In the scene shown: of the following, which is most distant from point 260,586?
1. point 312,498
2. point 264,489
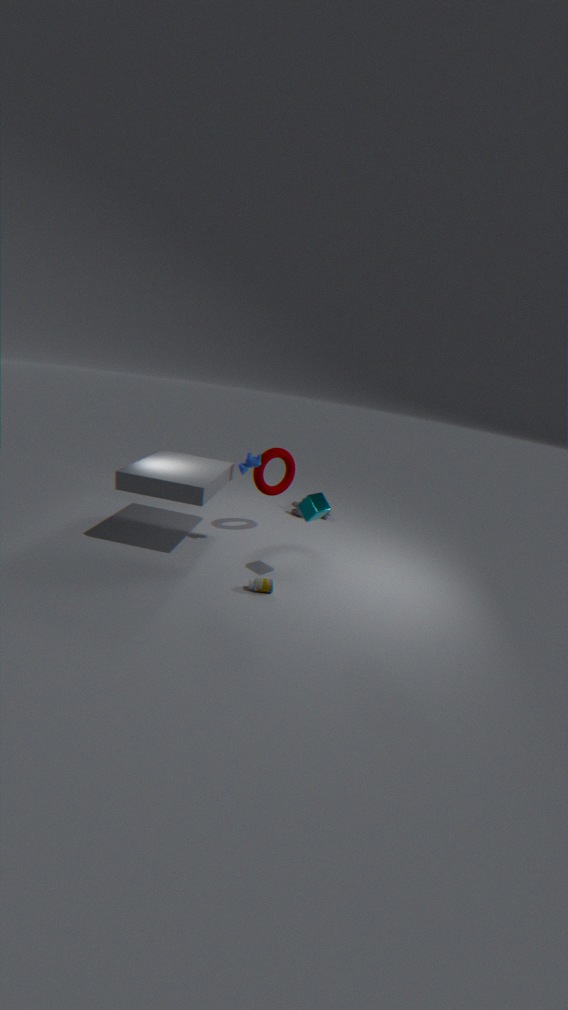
point 264,489
